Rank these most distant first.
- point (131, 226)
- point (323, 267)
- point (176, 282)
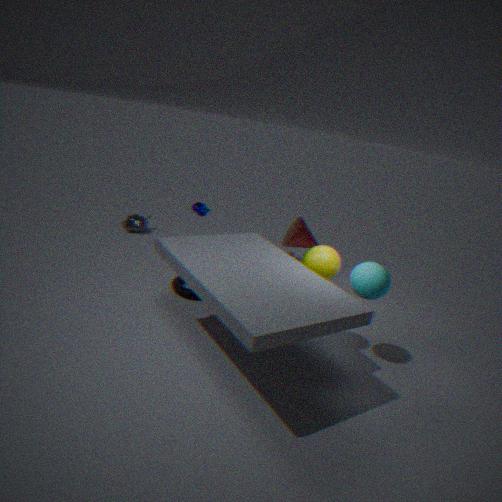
1. point (131, 226)
2. point (176, 282)
3. point (323, 267)
